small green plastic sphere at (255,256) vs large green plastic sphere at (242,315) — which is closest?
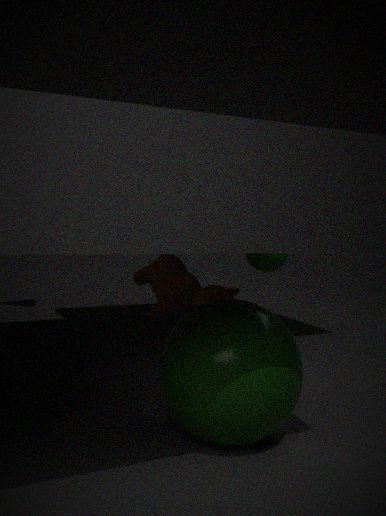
large green plastic sphere at (242,315)
